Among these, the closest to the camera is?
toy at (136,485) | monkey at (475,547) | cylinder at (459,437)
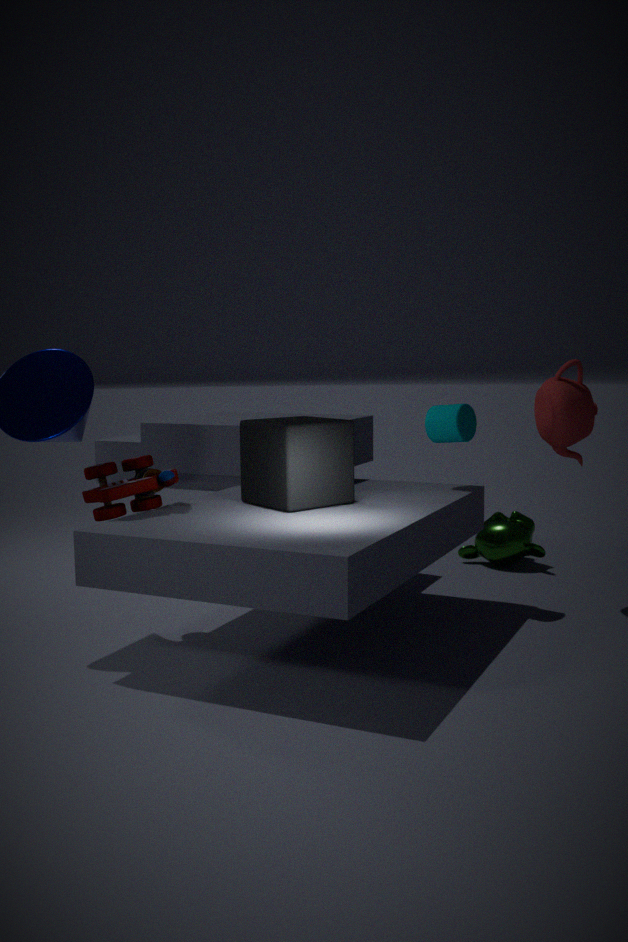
toy at (136,485)
